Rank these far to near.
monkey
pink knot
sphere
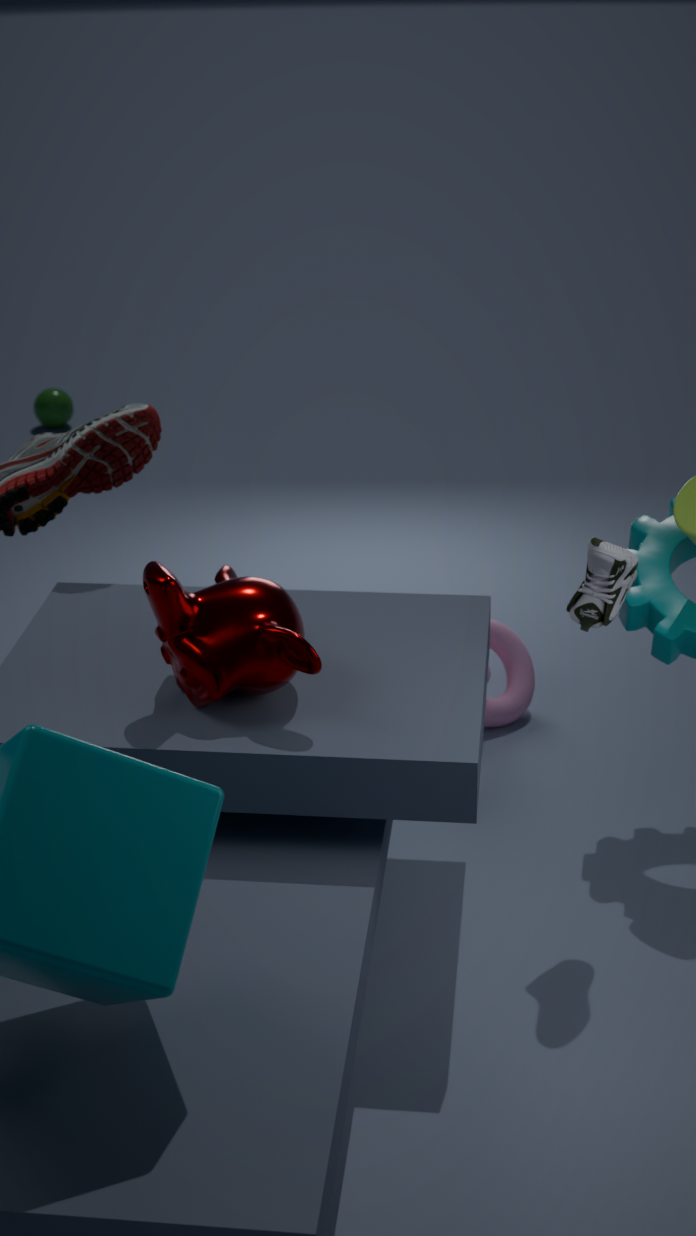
sphere → pink knot → monkey
